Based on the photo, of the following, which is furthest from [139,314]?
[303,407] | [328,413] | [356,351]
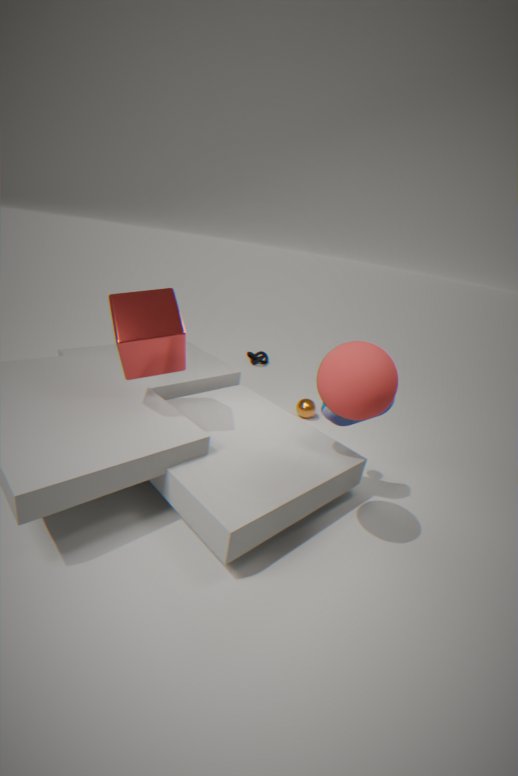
[303,407]
